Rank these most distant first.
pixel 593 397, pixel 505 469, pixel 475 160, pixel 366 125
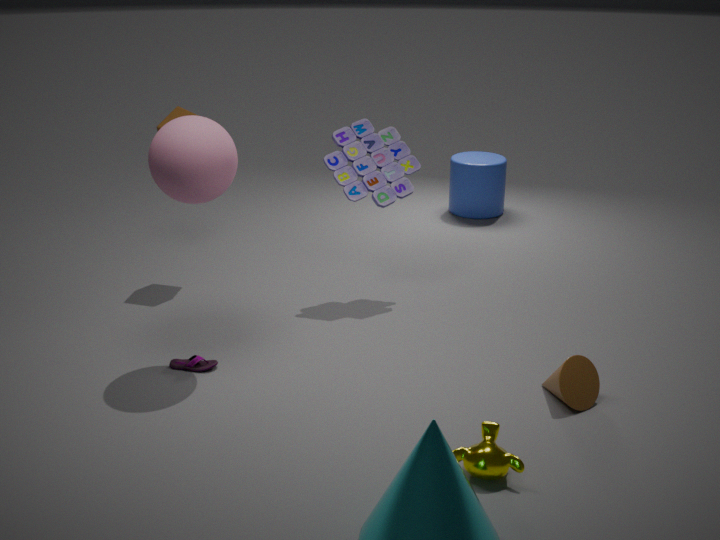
pixel 475 160 → pixel 366 125 → pixel 593 397 → pixel 505 469
